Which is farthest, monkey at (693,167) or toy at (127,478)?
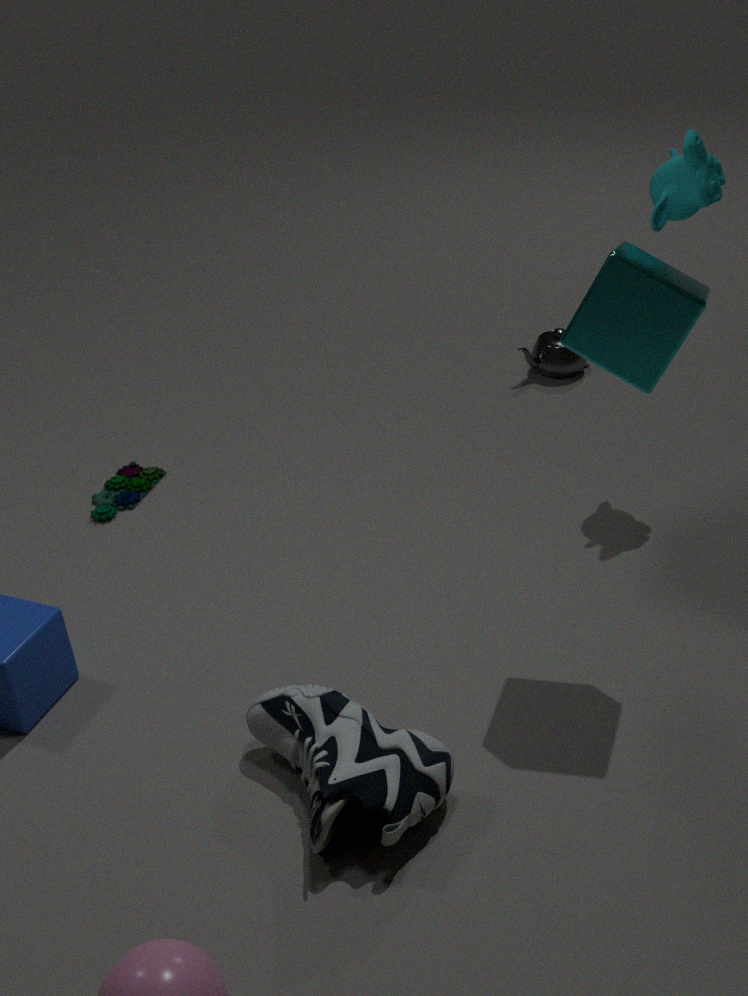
toy at (127,478)
